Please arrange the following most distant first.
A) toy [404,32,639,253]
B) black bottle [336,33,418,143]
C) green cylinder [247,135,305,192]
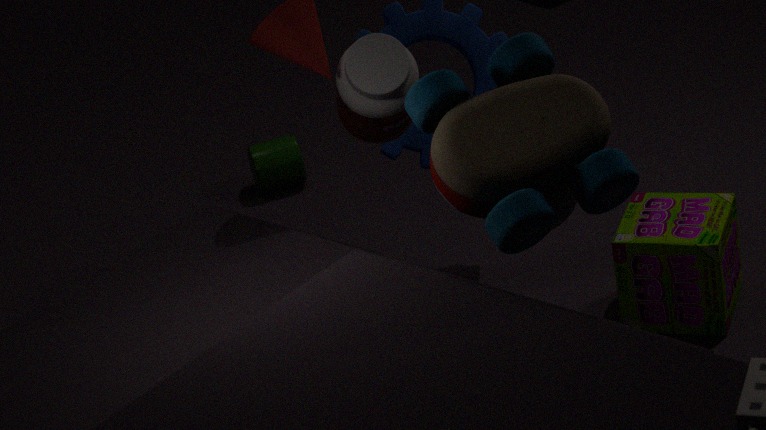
green cylinder [247,135,305,192] < black bottle [336,33,418,143] < toy [404,32,639,253]
